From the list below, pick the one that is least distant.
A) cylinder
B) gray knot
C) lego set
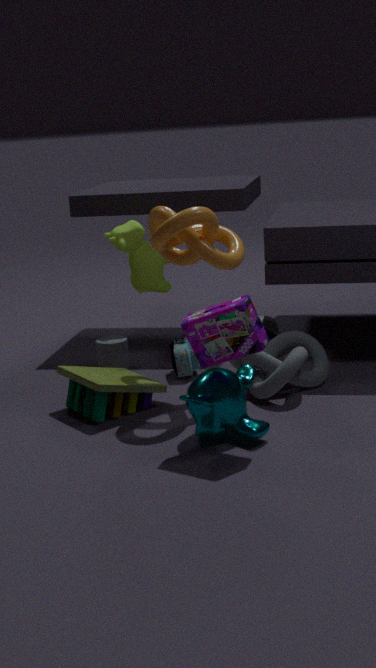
lego set
